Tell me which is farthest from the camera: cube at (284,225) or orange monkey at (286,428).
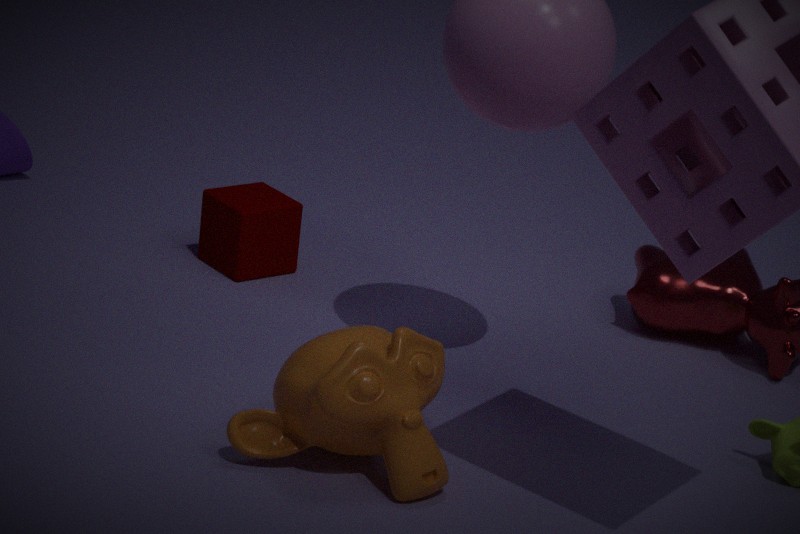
cube at (284,225)
